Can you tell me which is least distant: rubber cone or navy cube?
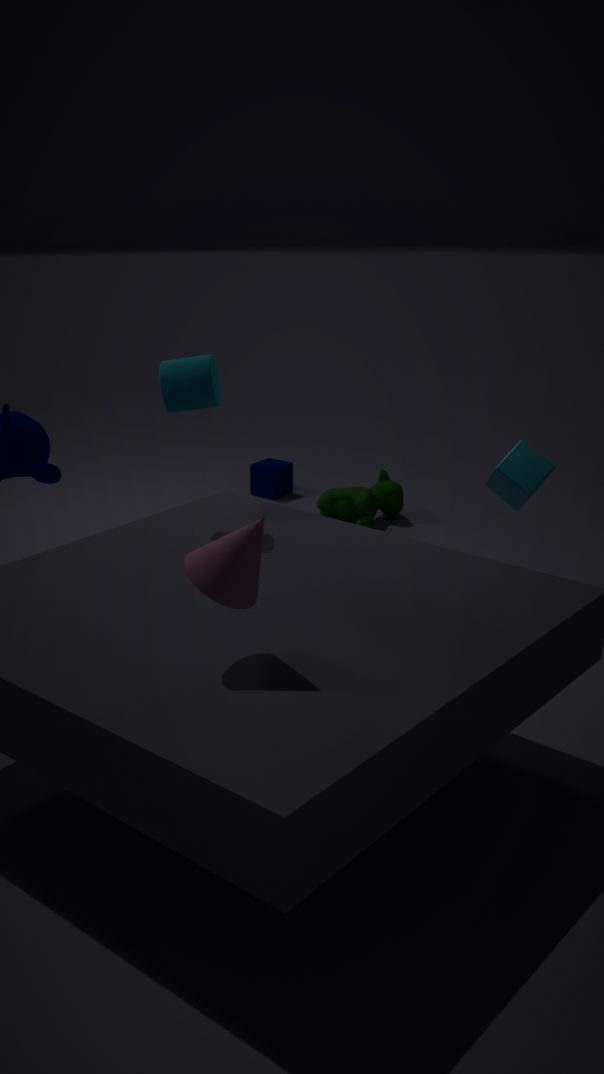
rubber cone
